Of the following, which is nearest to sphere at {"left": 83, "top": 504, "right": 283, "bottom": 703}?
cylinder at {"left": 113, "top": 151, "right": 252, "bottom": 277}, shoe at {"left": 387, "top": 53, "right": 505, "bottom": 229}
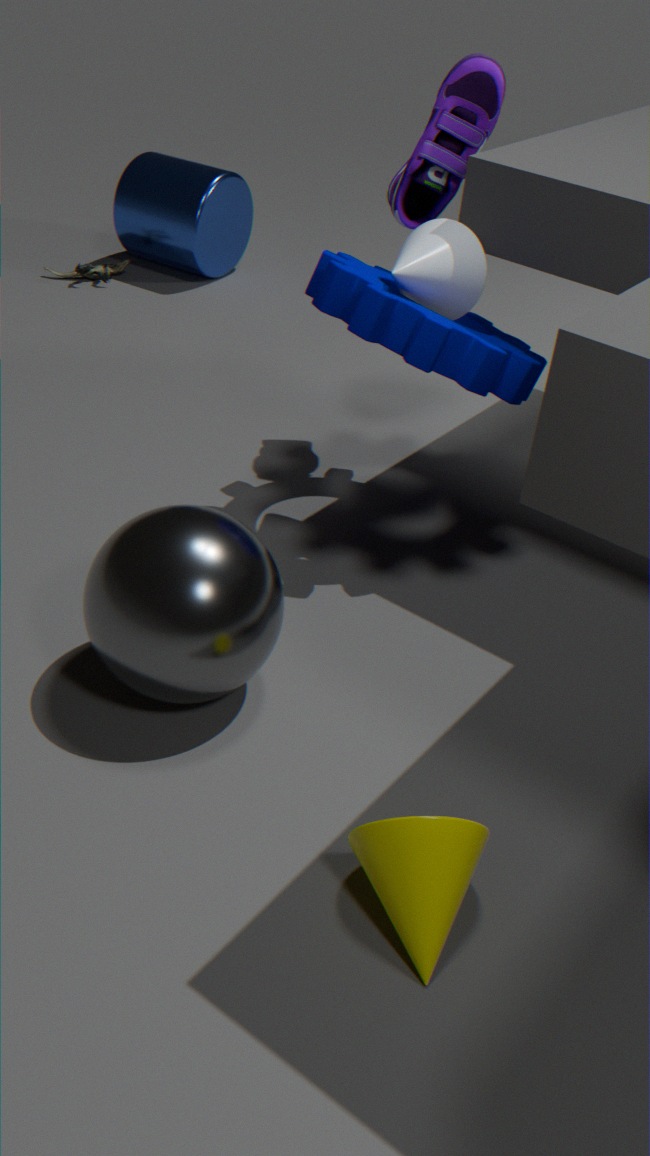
shoe at {"left": 387, "top": 53, "right": 505, "bottom": 229}
